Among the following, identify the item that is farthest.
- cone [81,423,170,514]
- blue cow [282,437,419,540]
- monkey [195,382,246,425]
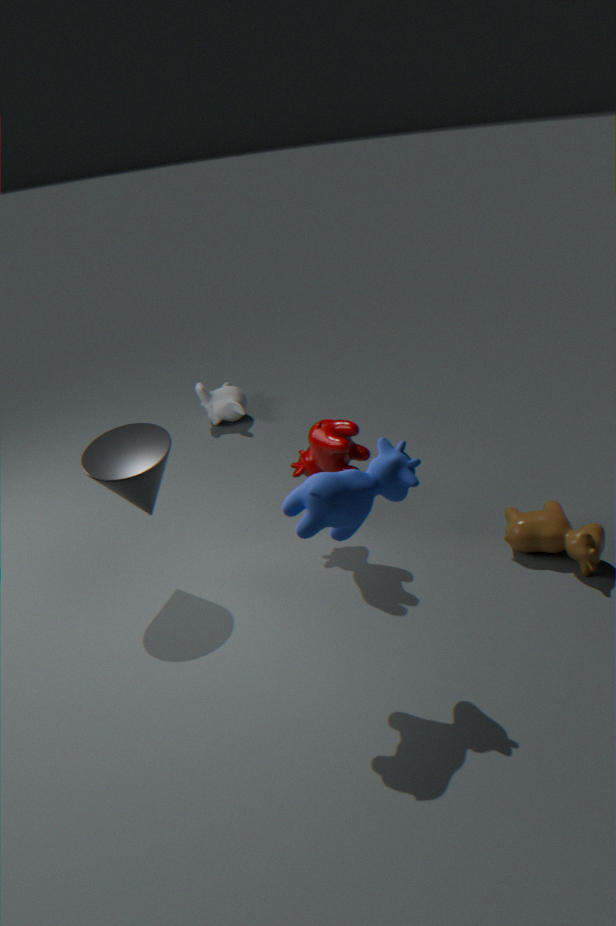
monkey [195,382,246,425]
